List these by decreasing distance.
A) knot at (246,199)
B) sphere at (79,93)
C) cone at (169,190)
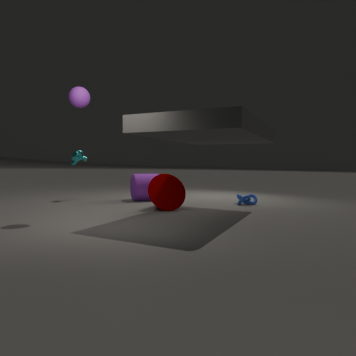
knot at (246,199), cone at (169,190), sphere at (79,93)
